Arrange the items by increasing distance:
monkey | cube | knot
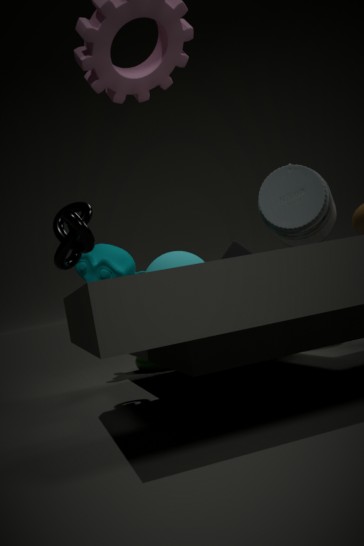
knot < cube < monkey
